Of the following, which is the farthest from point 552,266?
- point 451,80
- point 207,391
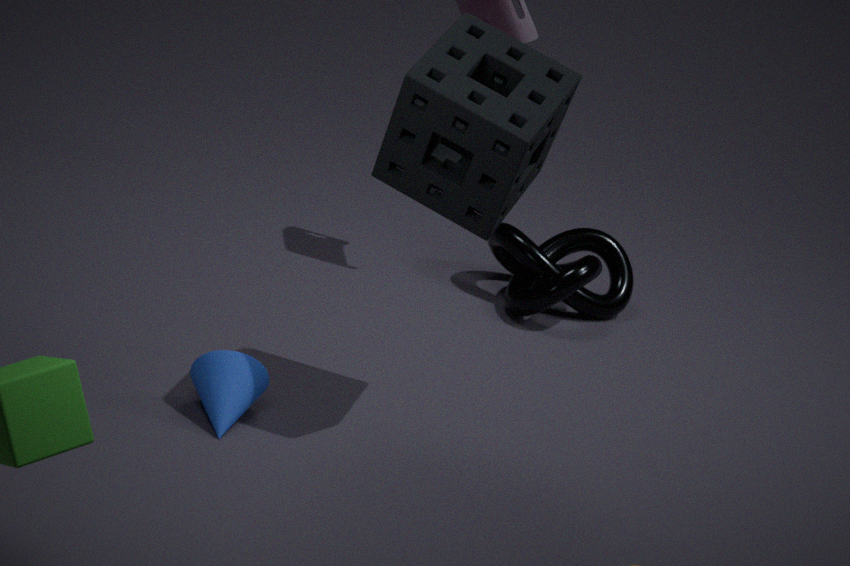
point 207,391
